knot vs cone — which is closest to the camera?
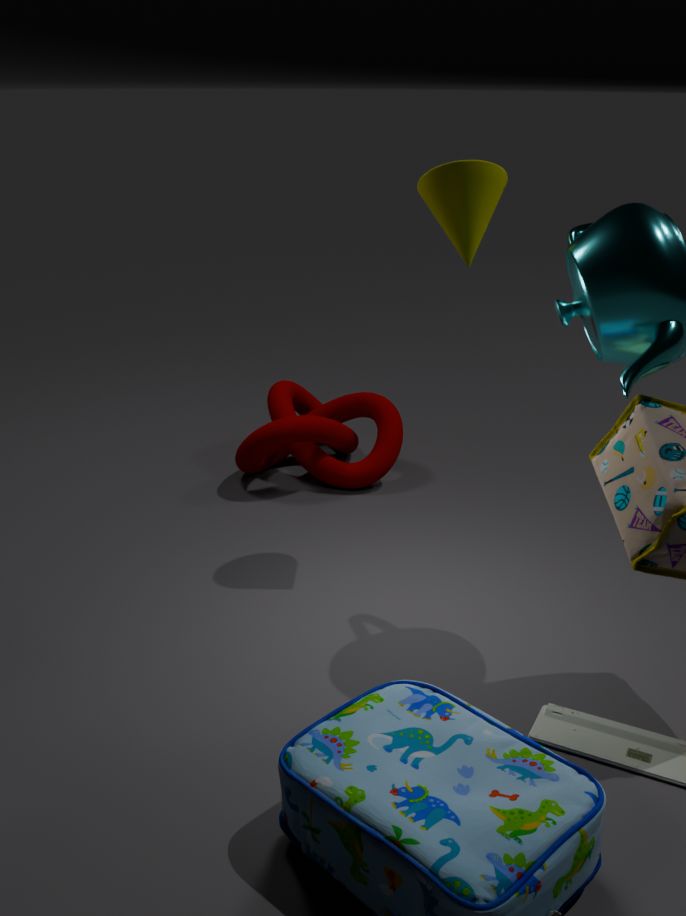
cone
